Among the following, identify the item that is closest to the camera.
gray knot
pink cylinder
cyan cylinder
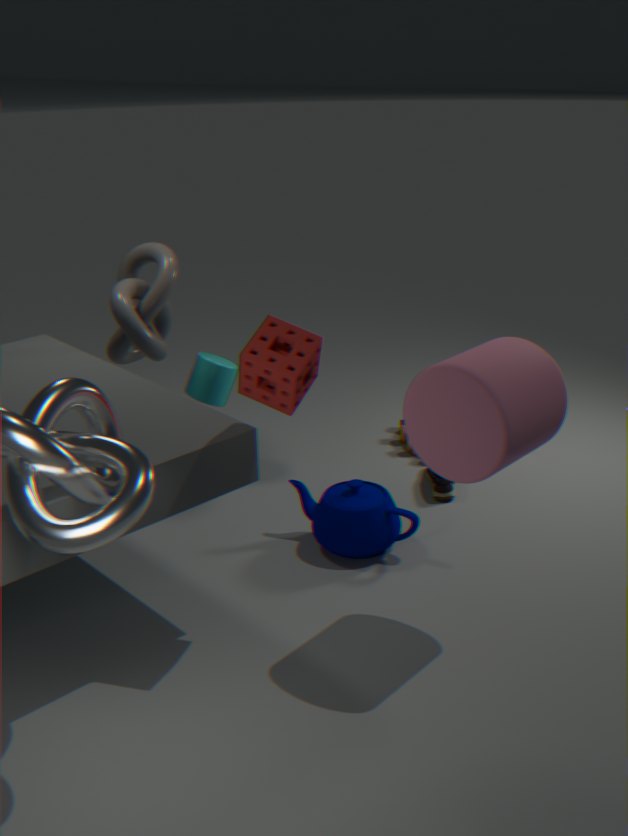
pink cylinder
